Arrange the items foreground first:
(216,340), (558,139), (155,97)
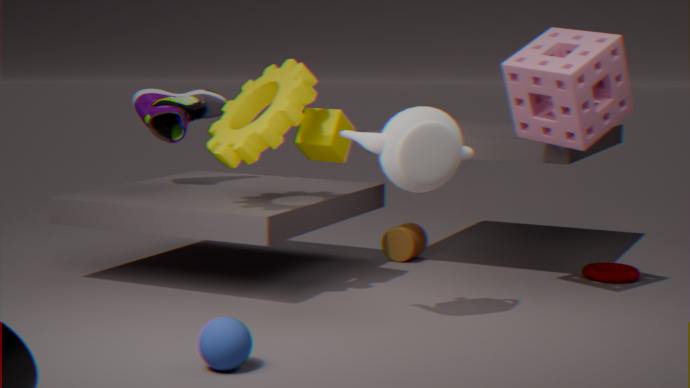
(216,340) → (558,139) → (155,97)
